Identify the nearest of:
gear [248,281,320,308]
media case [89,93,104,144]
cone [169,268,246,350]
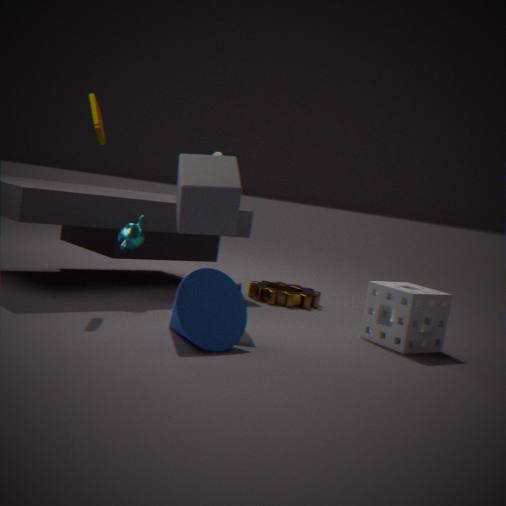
cone [169,268,246,350]
